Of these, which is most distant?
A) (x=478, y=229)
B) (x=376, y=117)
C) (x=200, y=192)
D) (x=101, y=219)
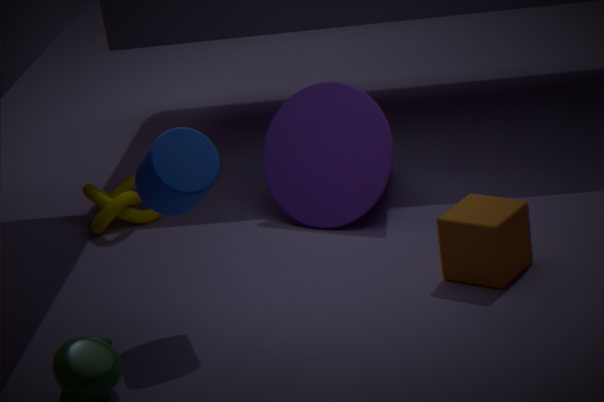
(x=101, y=219)
